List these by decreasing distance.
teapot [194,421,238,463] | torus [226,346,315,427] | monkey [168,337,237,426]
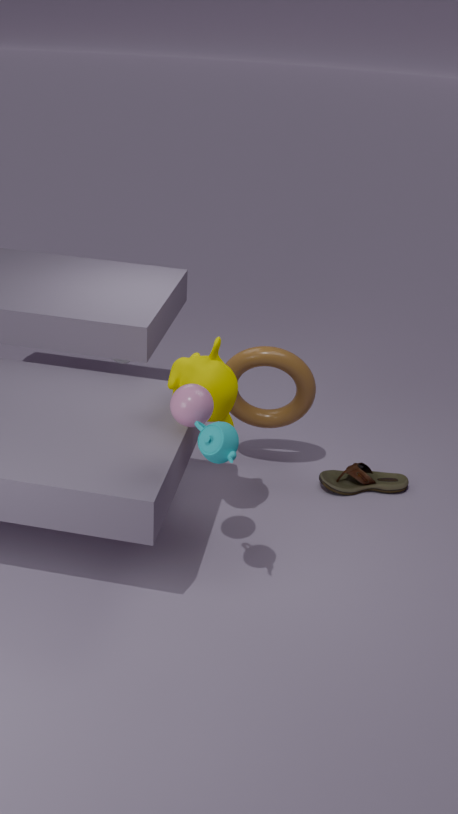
1. torus [226,346,315,427]
2. monkey [168,337,237,426]
3. teapot [194,421,238,463]
